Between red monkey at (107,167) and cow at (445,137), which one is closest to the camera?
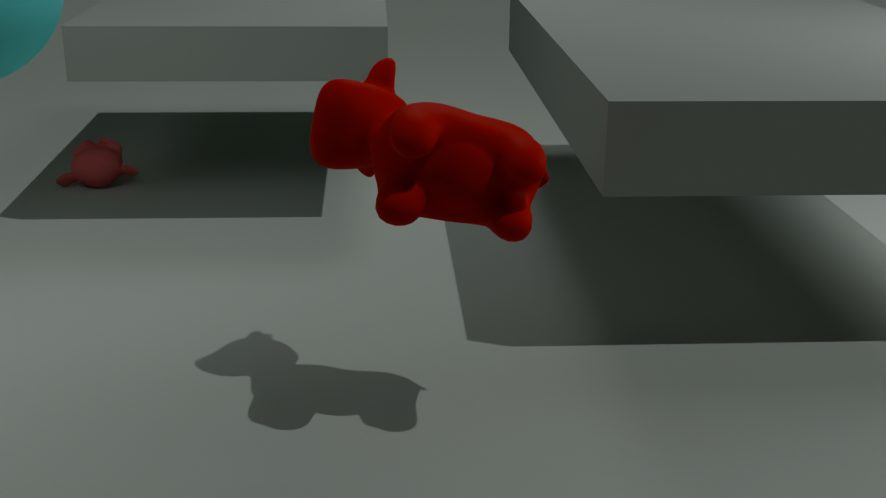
cow at (445,137)
